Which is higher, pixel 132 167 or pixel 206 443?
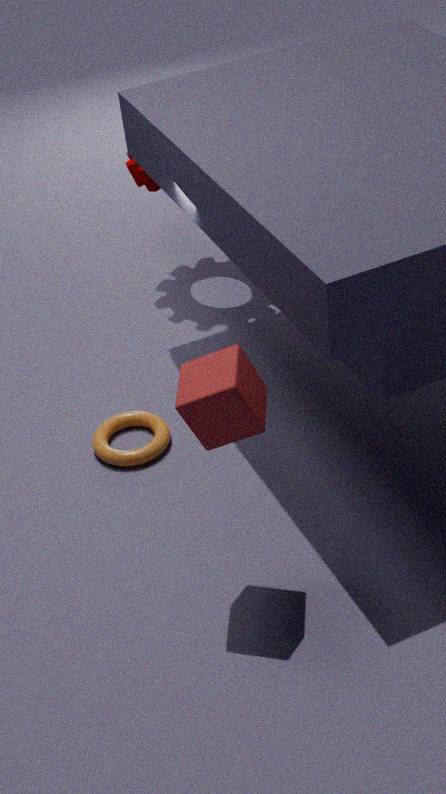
pixel 206 443
